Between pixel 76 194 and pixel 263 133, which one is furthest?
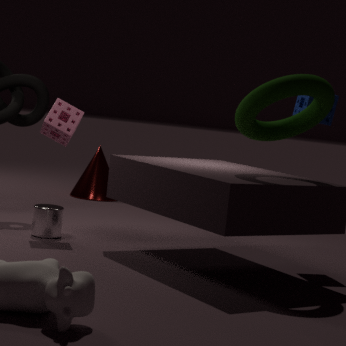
pixel 76 194
